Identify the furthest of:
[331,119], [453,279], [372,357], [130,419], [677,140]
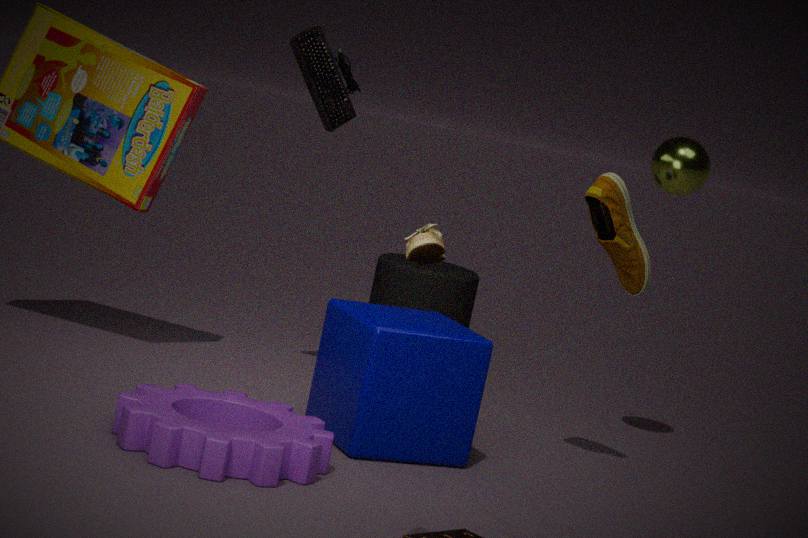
[453,279]
